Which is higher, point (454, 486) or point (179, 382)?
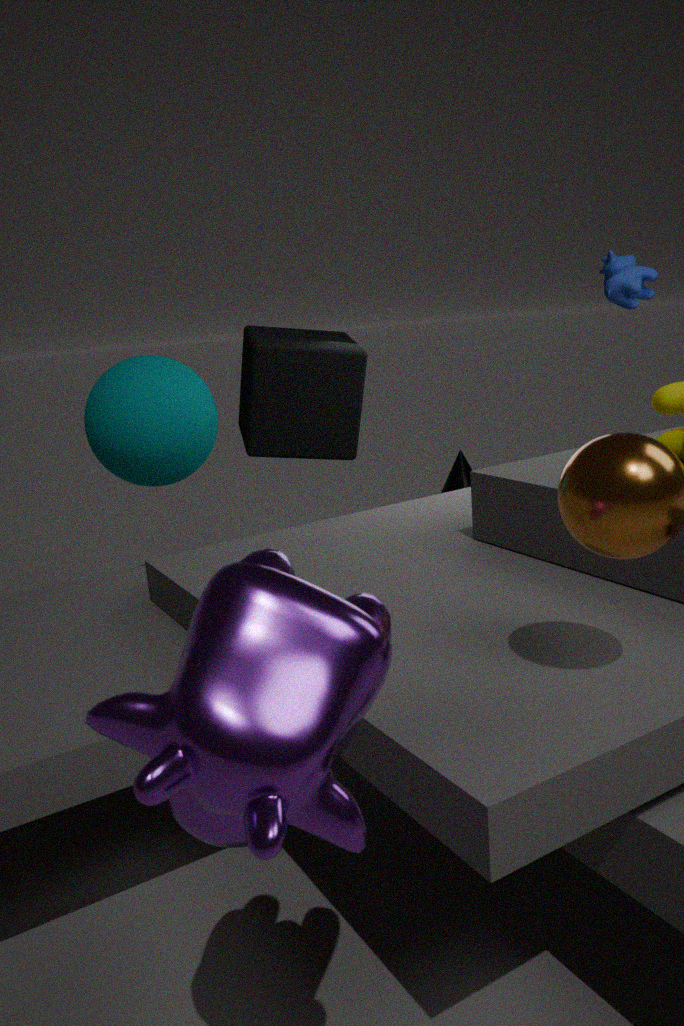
point (179, 382)
